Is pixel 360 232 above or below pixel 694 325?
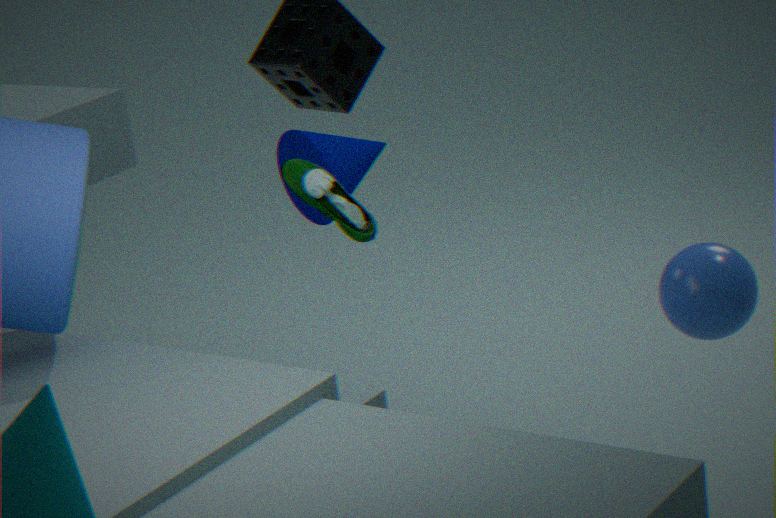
above
